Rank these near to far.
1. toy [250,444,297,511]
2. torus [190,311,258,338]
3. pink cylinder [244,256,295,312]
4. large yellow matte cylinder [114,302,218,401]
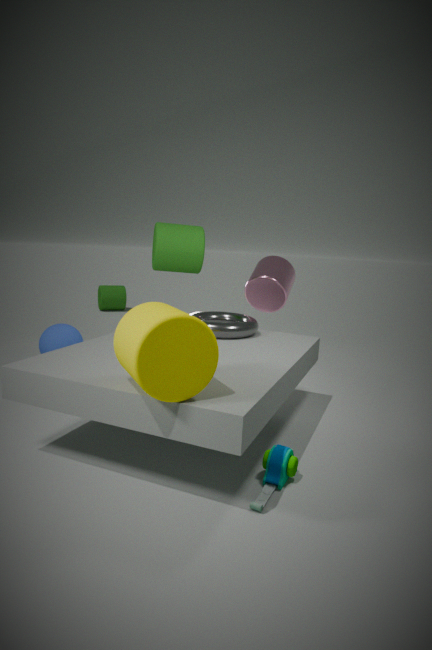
large yellow matte cylinder [114,302,218,401]
toy [250,444,297,511]
torus [190,311,258,338]
pink cylinder [244,256,295,312]
